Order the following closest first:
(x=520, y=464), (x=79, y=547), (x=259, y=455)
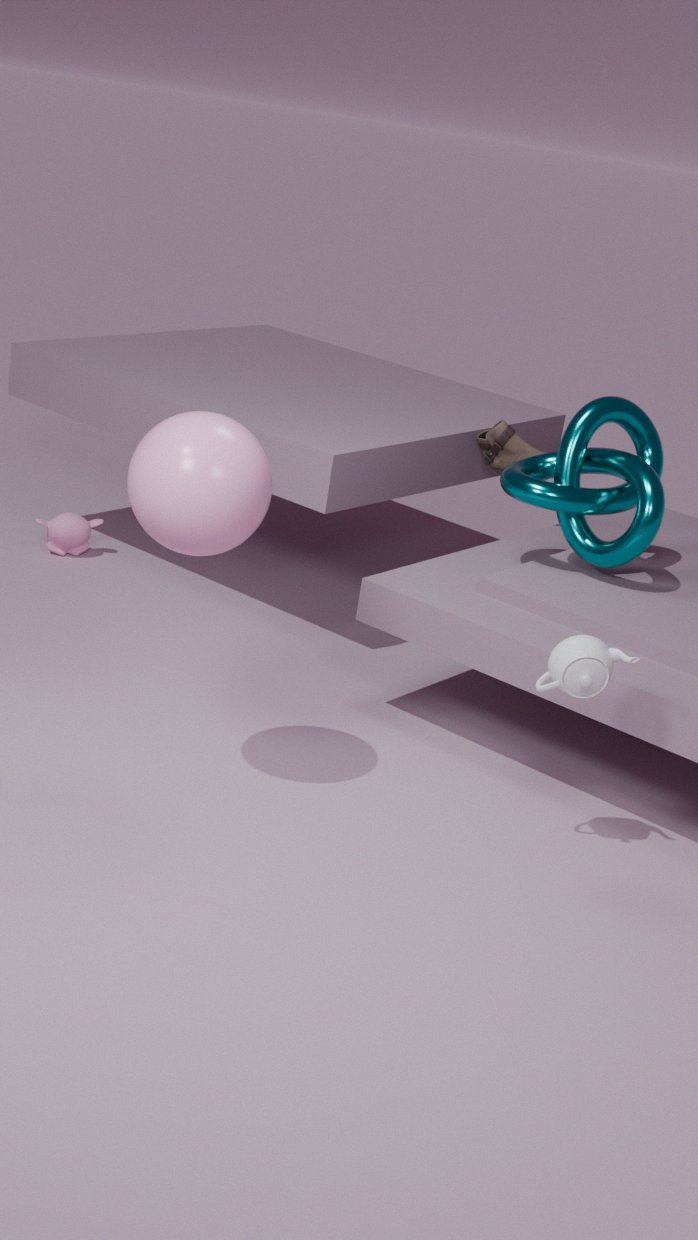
(x=259, y=455)
(x=520, y=464)
(x=79, y=547)
